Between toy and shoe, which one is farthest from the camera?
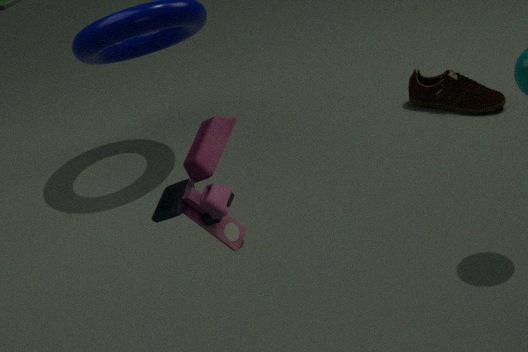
shoe
